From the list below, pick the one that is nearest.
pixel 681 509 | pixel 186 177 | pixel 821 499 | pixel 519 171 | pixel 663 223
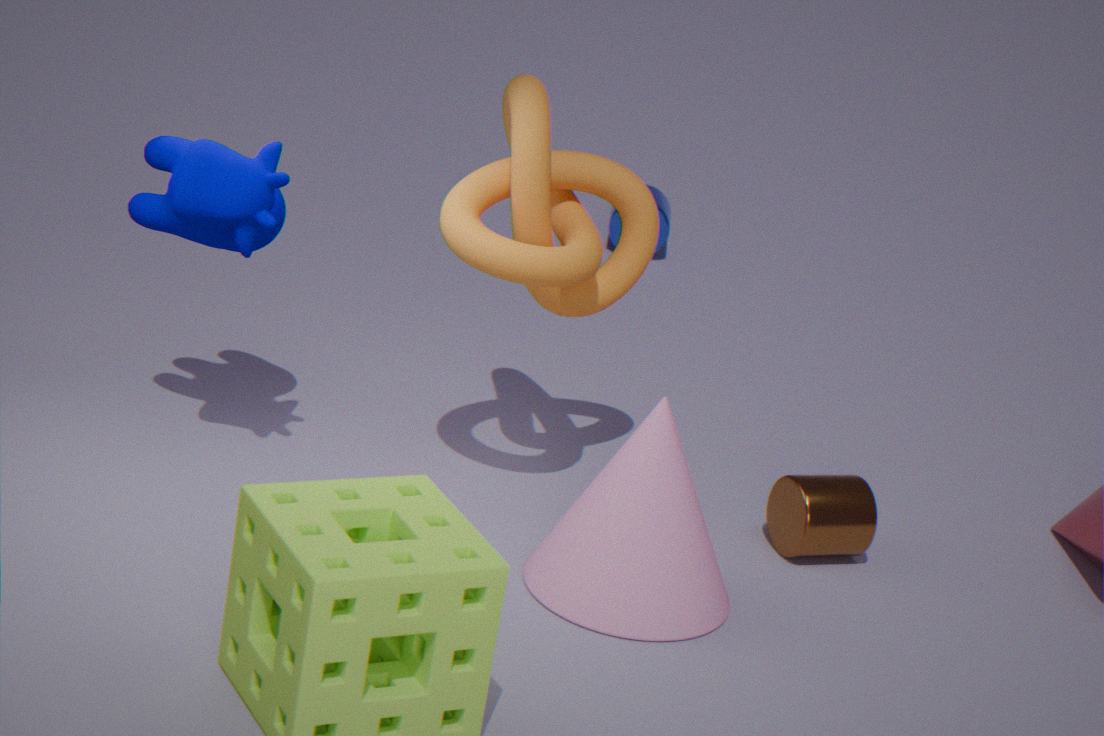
pixel 681 509
